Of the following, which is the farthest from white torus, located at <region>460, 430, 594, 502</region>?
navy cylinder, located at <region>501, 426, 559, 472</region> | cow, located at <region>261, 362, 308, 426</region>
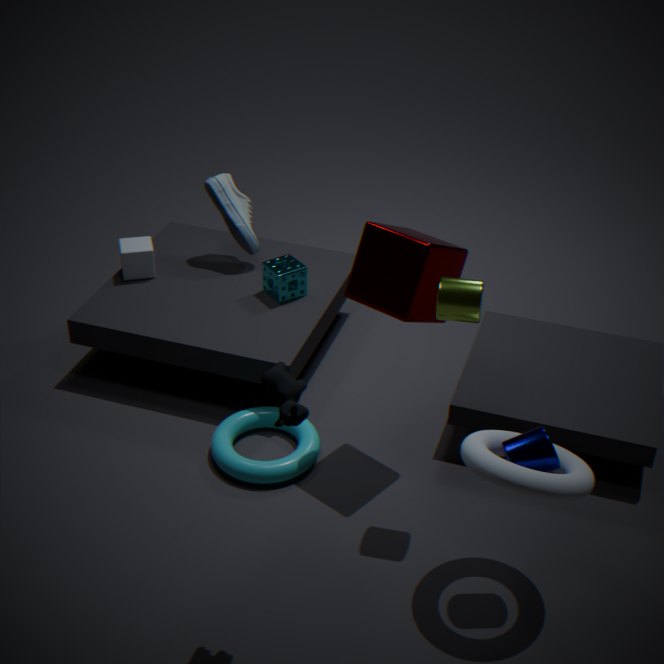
cow, located at <region>261, 362, 308, 426</region>
